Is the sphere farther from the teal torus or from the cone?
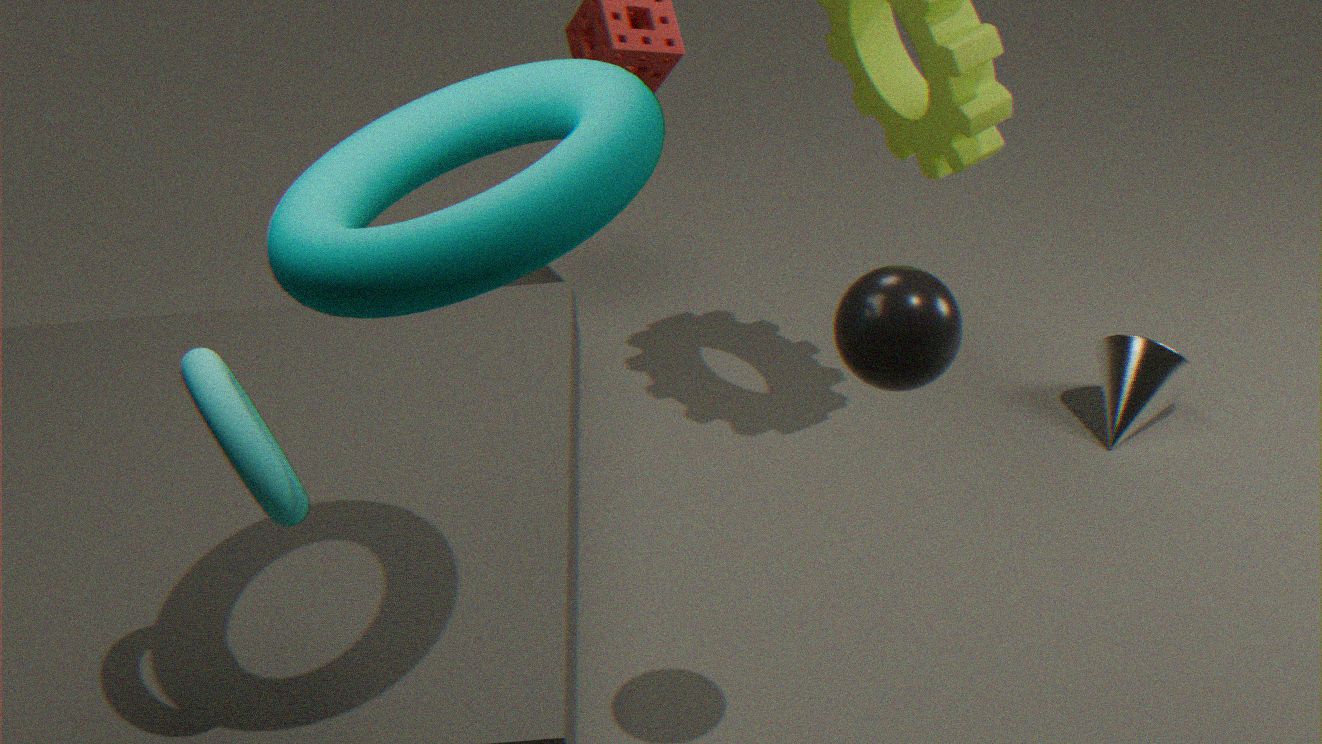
the cone
